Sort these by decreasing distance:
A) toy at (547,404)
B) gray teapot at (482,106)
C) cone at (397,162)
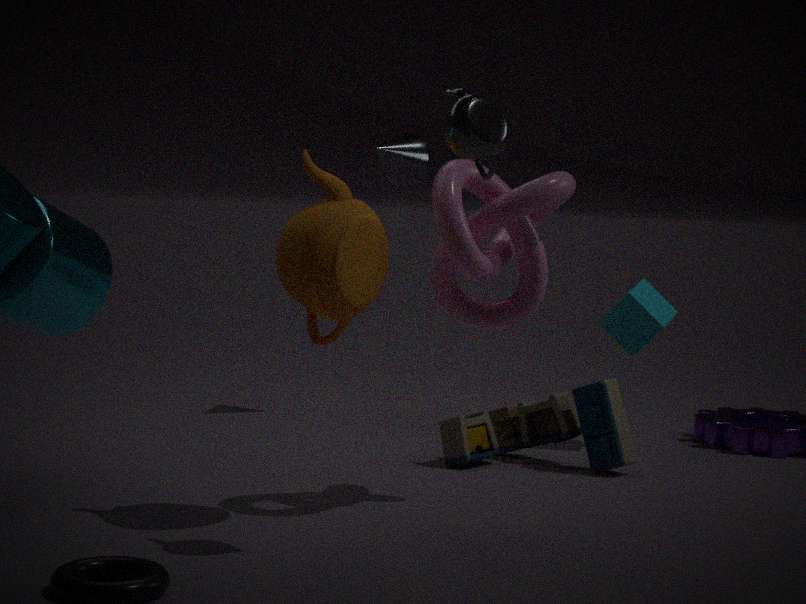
cone at (397,162), toy at (547,404), gray teapot at (482,106)
